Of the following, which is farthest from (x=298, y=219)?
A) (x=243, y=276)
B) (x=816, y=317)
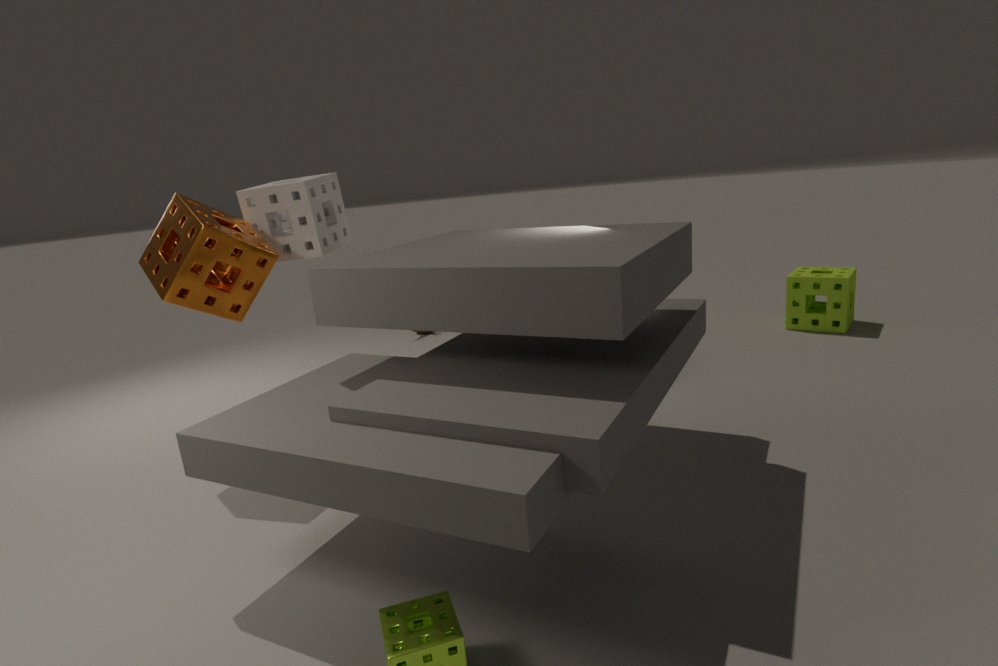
(x=816, y=317)
